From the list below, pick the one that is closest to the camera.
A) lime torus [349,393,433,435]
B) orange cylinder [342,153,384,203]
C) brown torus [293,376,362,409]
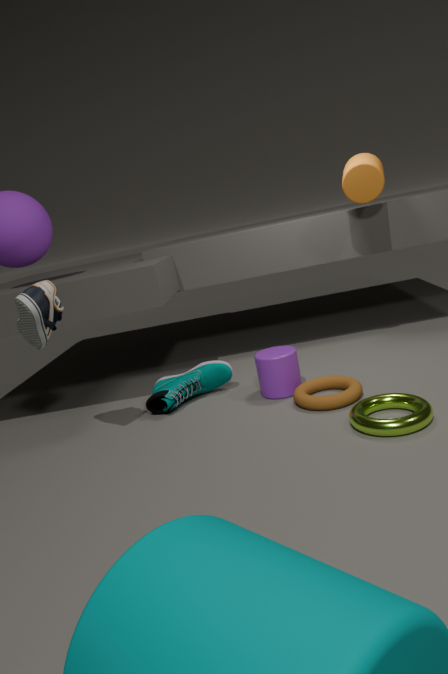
lime torus [349,393,433,435]
